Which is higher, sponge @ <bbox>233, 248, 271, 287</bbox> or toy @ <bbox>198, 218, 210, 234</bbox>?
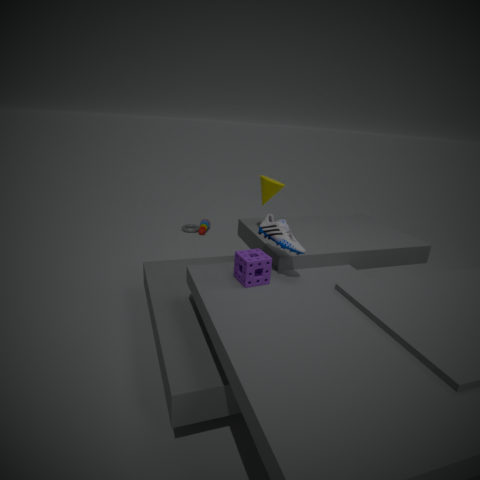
sponge @ <bbox>233, 248, 271, 287</bbox>
